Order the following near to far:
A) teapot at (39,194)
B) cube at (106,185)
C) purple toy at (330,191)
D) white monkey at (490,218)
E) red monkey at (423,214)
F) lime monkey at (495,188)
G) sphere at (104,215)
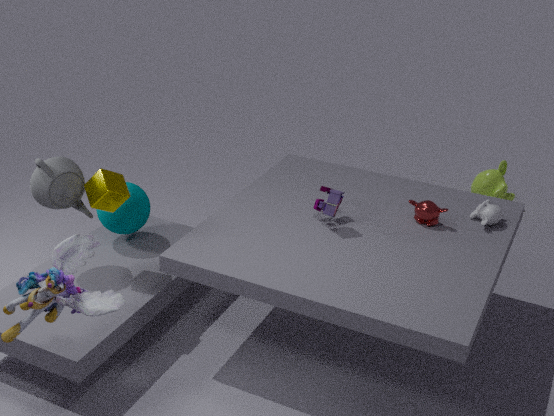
teapot at (39,194), cube at (106,185), purple toy at (330,191), red monkey at (423,214), white monkey at (490,218), sphere at (104,215), lime monkey at (495,188)
